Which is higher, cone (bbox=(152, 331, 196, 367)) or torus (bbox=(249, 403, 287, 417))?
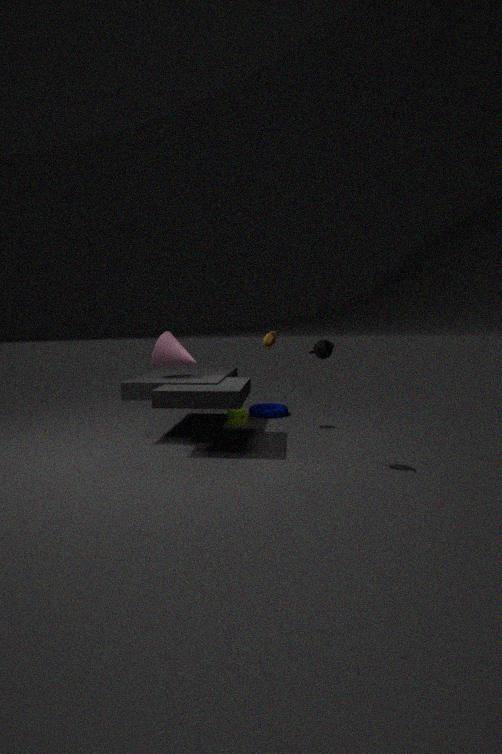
cone (bbox=(152, 331, 196, 367))
